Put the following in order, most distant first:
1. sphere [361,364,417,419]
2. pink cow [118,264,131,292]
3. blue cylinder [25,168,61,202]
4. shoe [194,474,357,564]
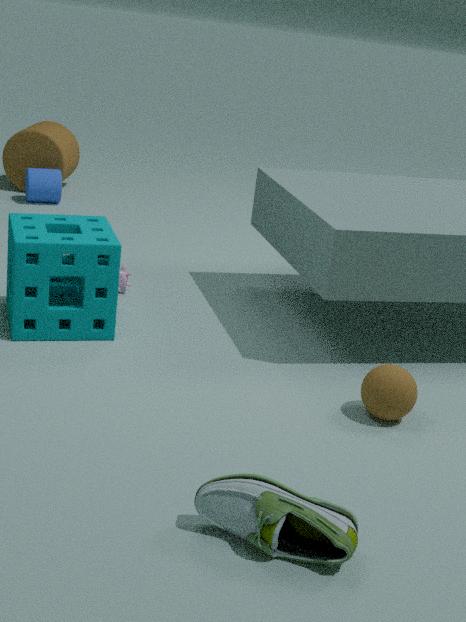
1. blue cylinder [25,168,61,202]
2. pink cow [118,264,131,292]
3. sphere [361,364,417,419]
4. shoe [194,474,357,564]
